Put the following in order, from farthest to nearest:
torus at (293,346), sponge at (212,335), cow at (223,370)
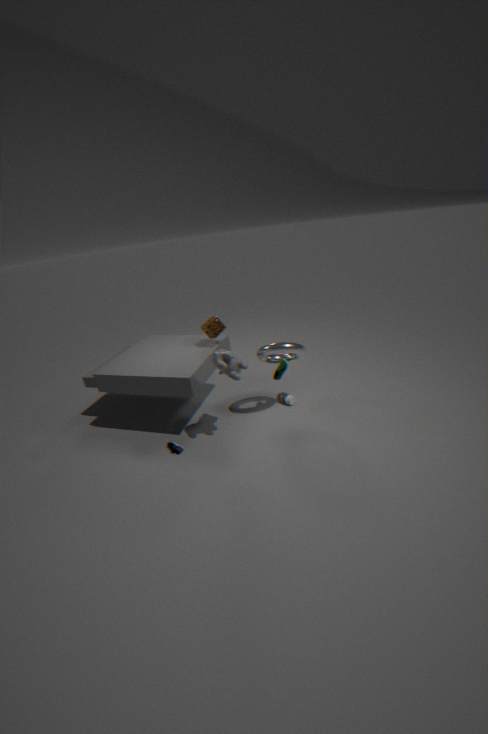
sponge at (212,335), torus at (293,346), cow at (223,370)
